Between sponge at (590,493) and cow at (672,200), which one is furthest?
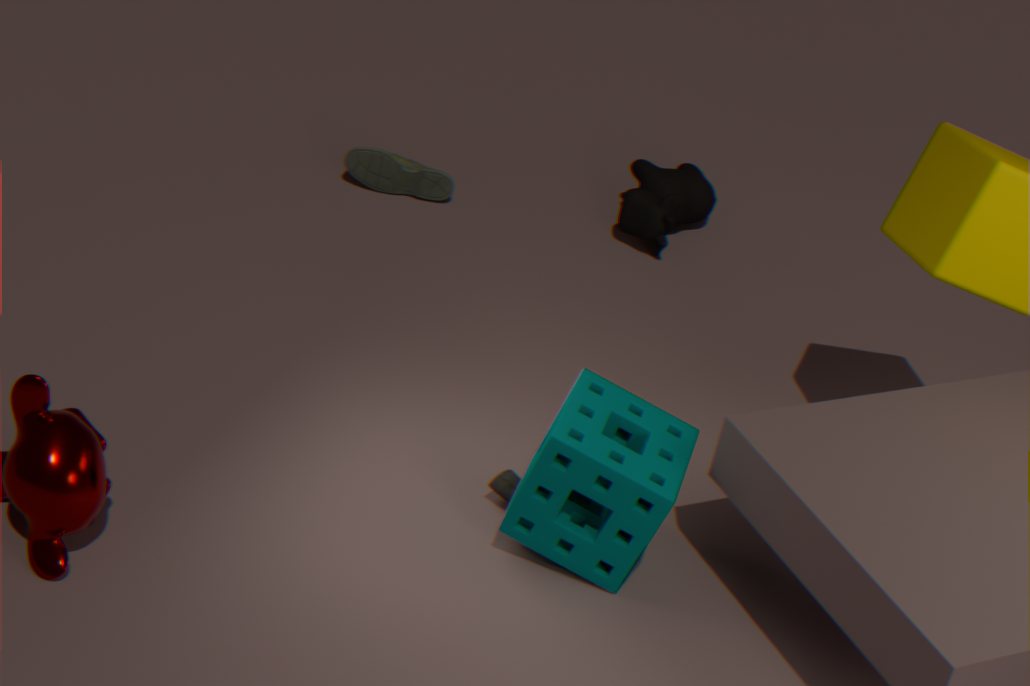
cow at (672,200)
